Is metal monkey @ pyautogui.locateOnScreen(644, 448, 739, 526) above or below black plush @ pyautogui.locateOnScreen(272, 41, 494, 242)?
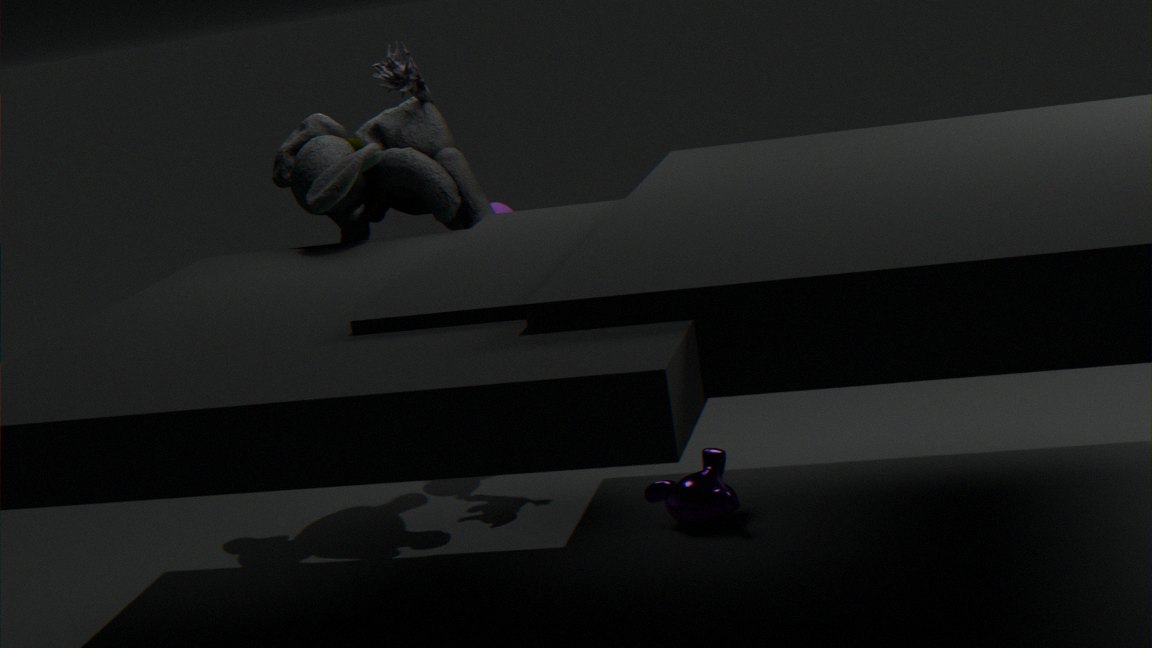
below
